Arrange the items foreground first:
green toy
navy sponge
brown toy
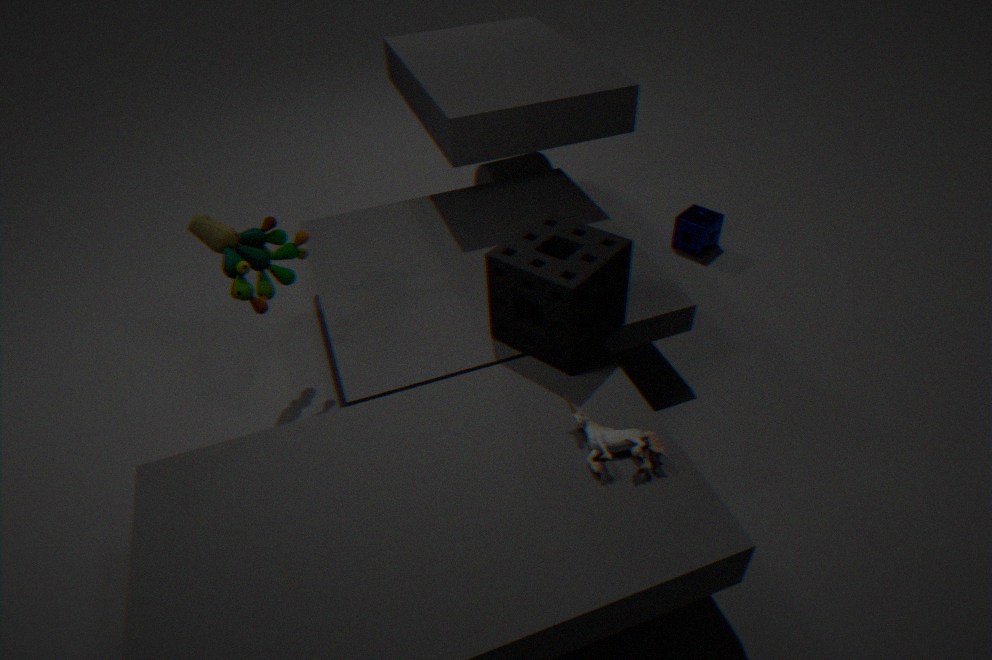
brown toy, green toy, navy sponge
